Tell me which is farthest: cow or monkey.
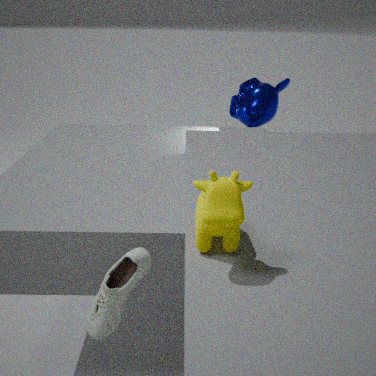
monkey
